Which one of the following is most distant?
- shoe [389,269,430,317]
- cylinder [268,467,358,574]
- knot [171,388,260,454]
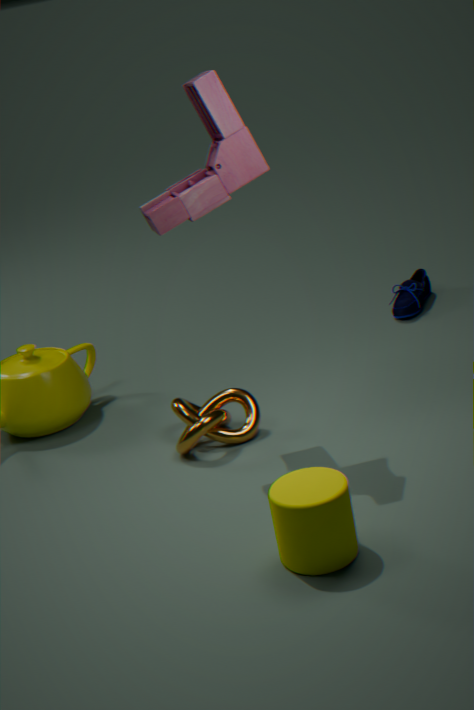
shoe [389,269,430,317]
